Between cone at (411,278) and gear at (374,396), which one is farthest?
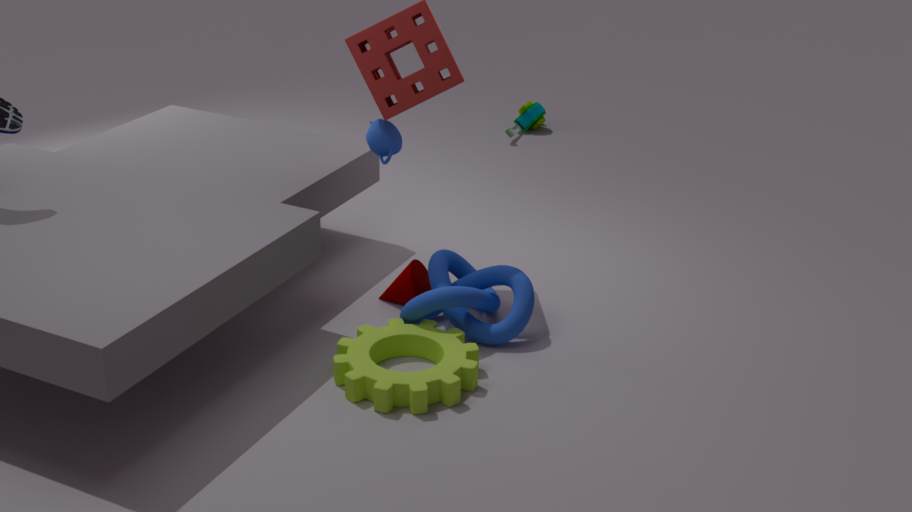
cone at (411,278)
